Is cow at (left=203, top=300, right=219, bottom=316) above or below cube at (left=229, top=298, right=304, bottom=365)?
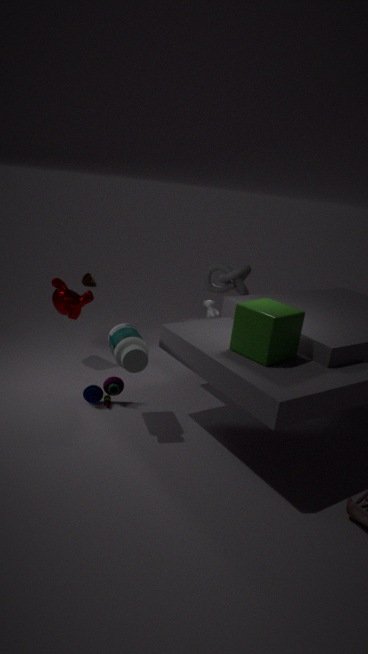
below
